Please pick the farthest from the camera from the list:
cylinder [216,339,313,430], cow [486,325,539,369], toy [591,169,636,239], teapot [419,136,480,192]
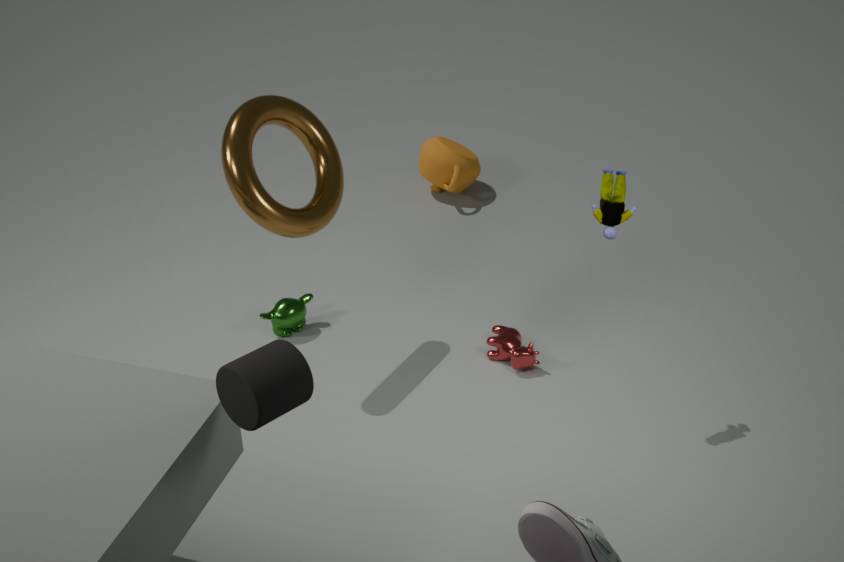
teapot [419,136,480,192]
